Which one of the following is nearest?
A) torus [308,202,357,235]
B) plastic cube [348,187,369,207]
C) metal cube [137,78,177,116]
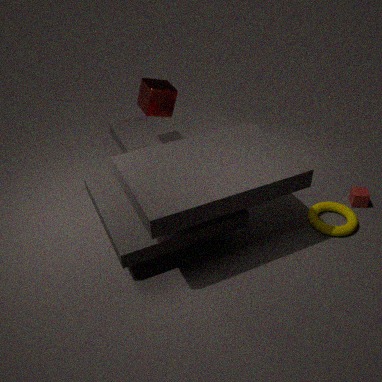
A. torus [308,202,357,235]
